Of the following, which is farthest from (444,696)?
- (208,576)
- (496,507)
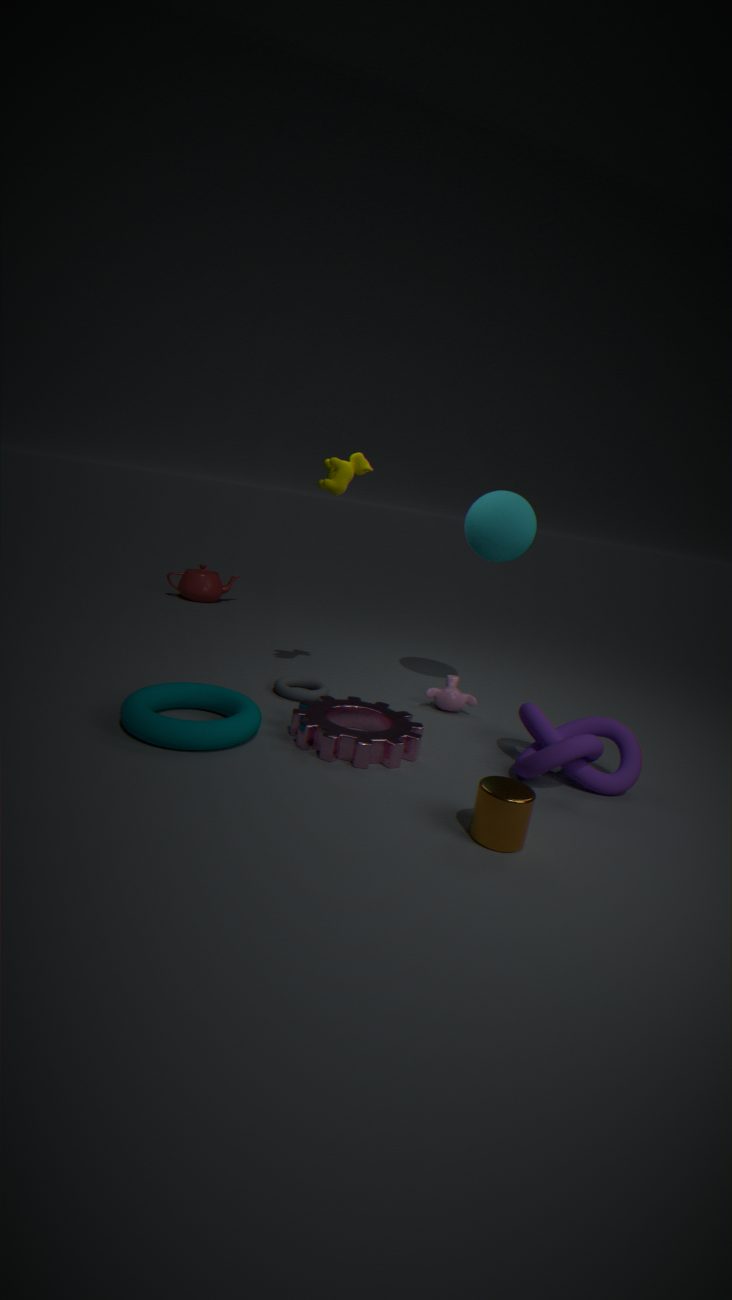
(208,576)
